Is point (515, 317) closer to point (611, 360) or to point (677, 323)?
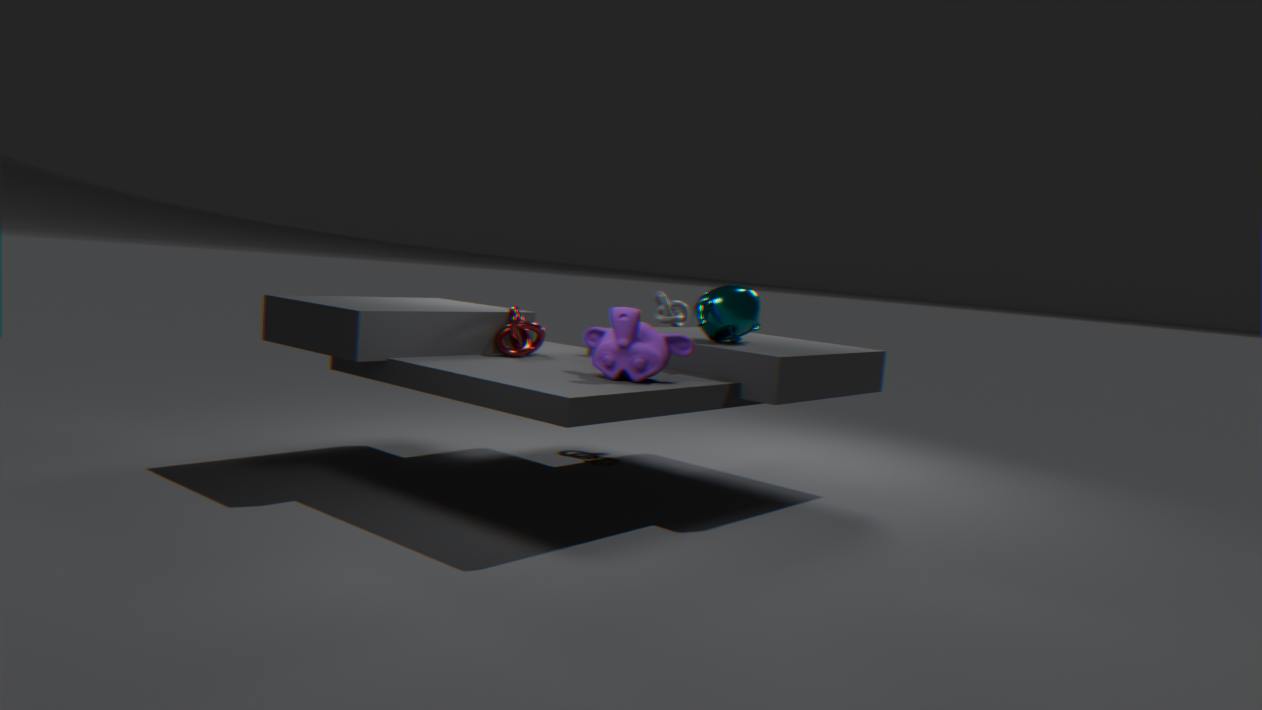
point (611, 360)
